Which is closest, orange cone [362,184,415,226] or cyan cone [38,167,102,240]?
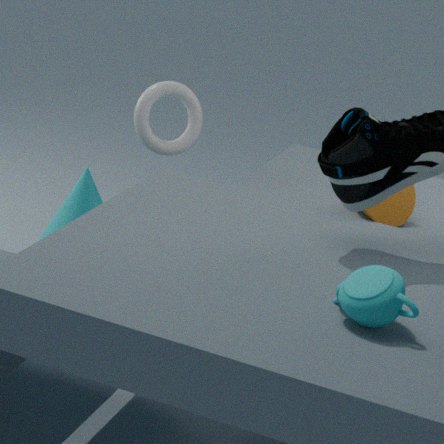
orange cone [362,184,415,226]
